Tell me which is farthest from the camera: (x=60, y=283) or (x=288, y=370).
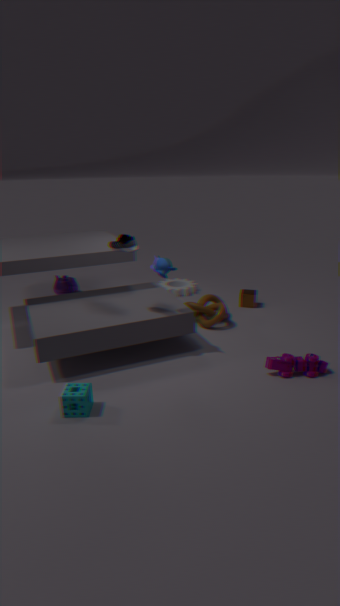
(x=60, y=283)
